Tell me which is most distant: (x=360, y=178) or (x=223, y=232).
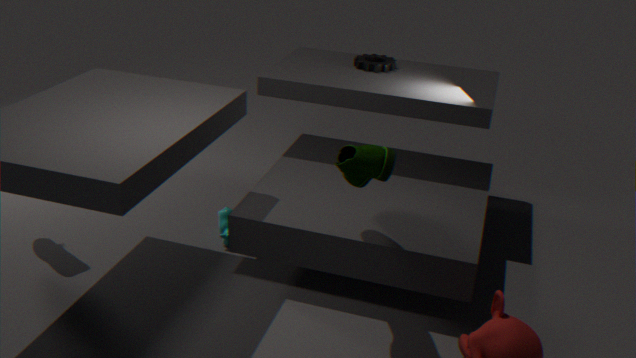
(x=223, y=232)
